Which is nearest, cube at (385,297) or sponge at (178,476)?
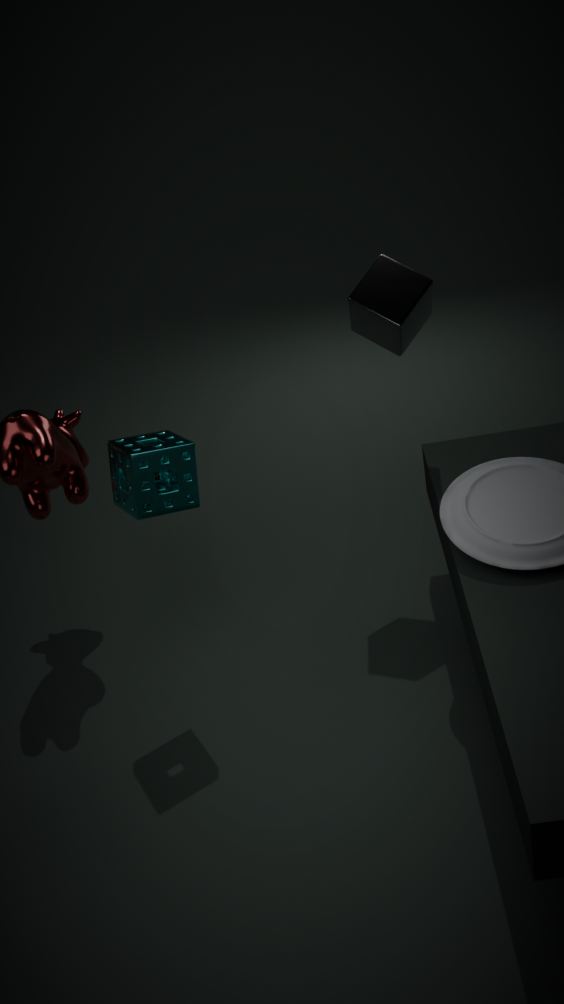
sponge at (178,476)
